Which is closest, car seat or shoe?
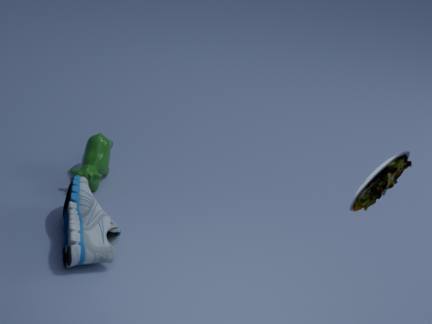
car seat
